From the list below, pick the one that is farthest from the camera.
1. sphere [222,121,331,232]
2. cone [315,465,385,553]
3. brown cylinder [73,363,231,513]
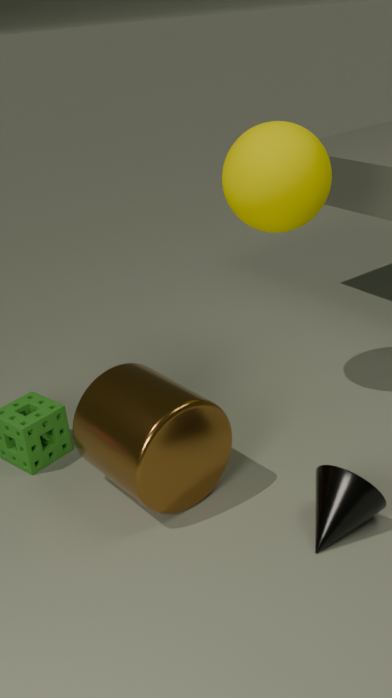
sphere [222,121,331,232]
